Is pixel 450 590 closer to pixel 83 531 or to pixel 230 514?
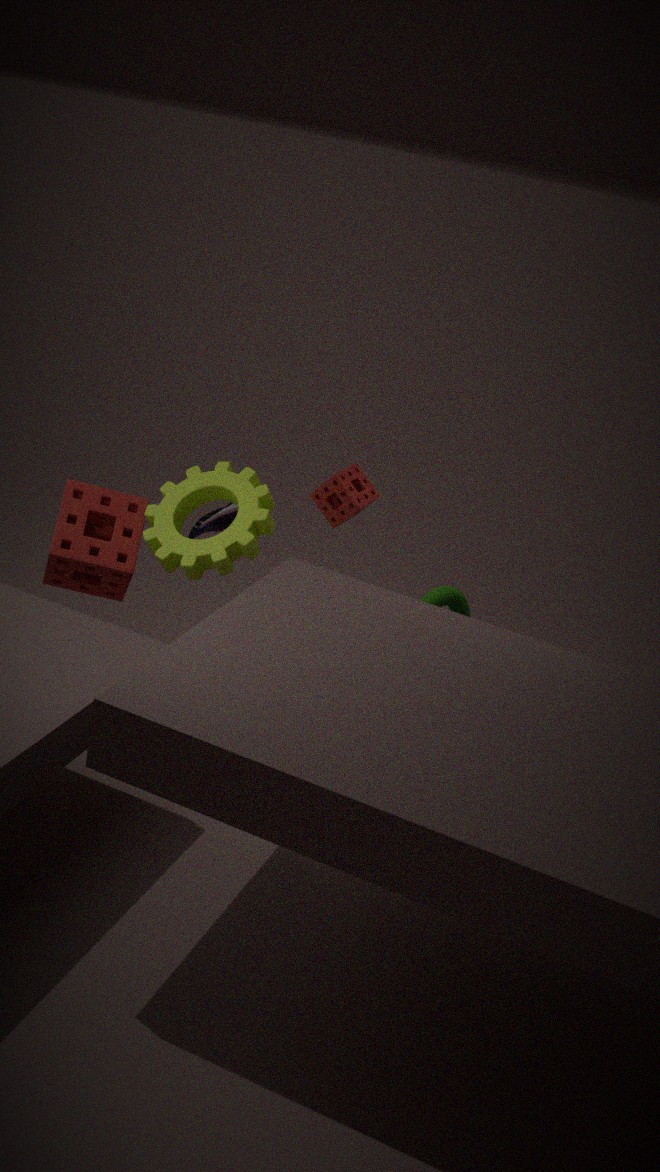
pixel 230 514
